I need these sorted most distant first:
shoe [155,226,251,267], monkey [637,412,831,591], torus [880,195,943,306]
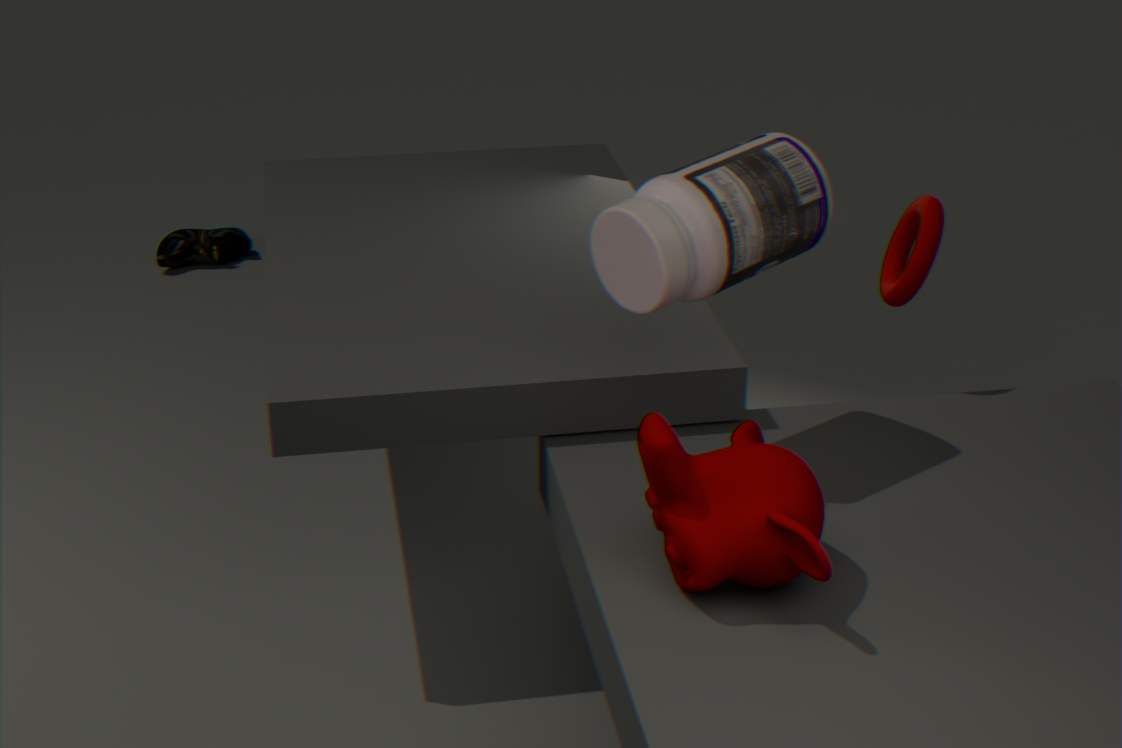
shoe [155,226,251,267] < torus [880,195,943,306] < monkey [637,412,831,591]
